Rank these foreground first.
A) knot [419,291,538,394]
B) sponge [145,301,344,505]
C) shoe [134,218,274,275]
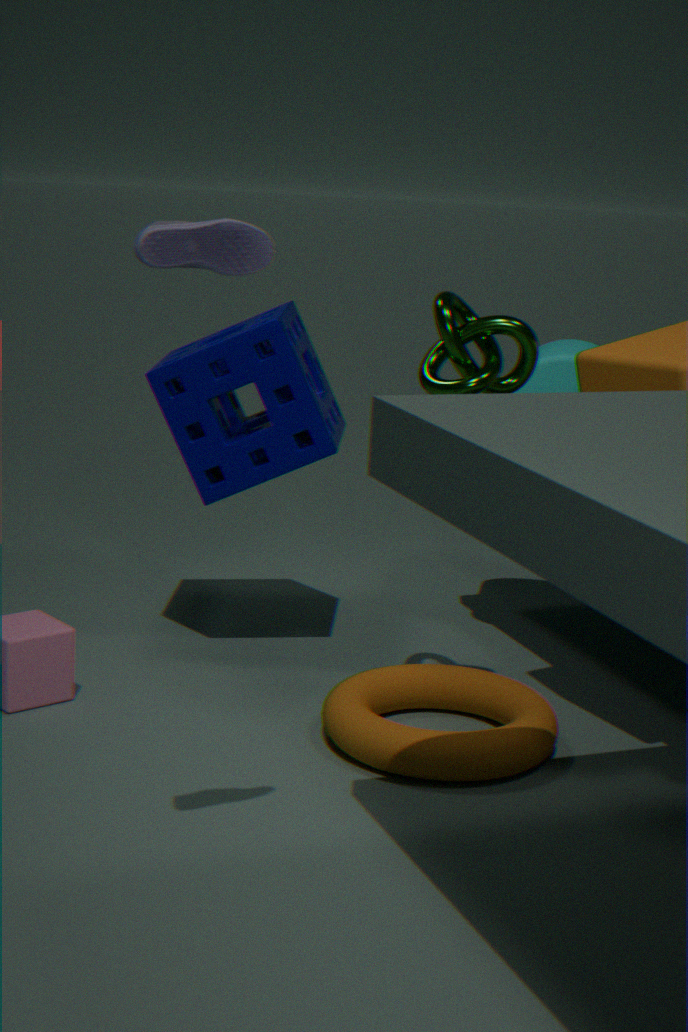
shoe [134,218,274,275]
knot [419,291,538,394]
sponge [145,301,344,505]
